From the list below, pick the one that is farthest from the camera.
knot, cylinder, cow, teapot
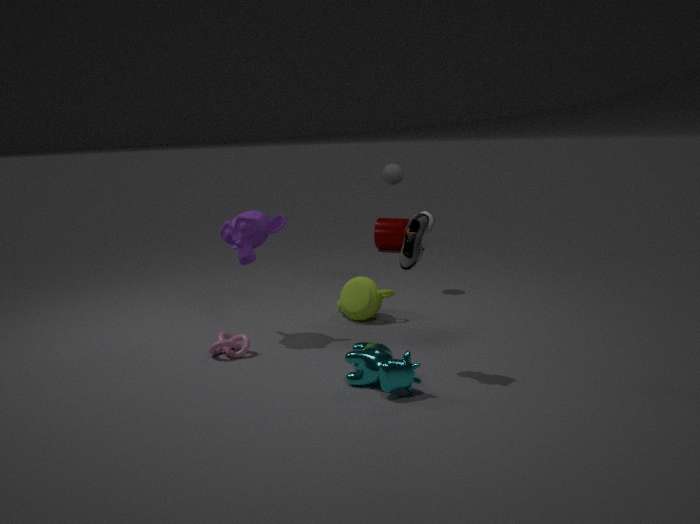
cylinder
